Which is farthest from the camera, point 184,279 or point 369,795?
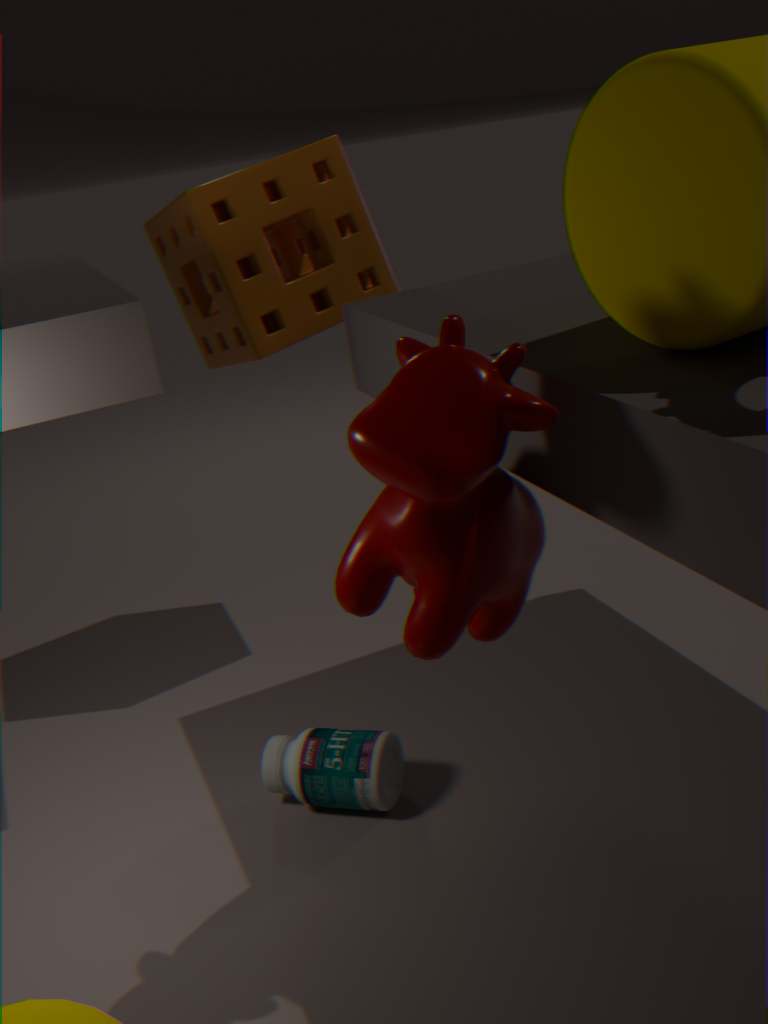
point 184,279
